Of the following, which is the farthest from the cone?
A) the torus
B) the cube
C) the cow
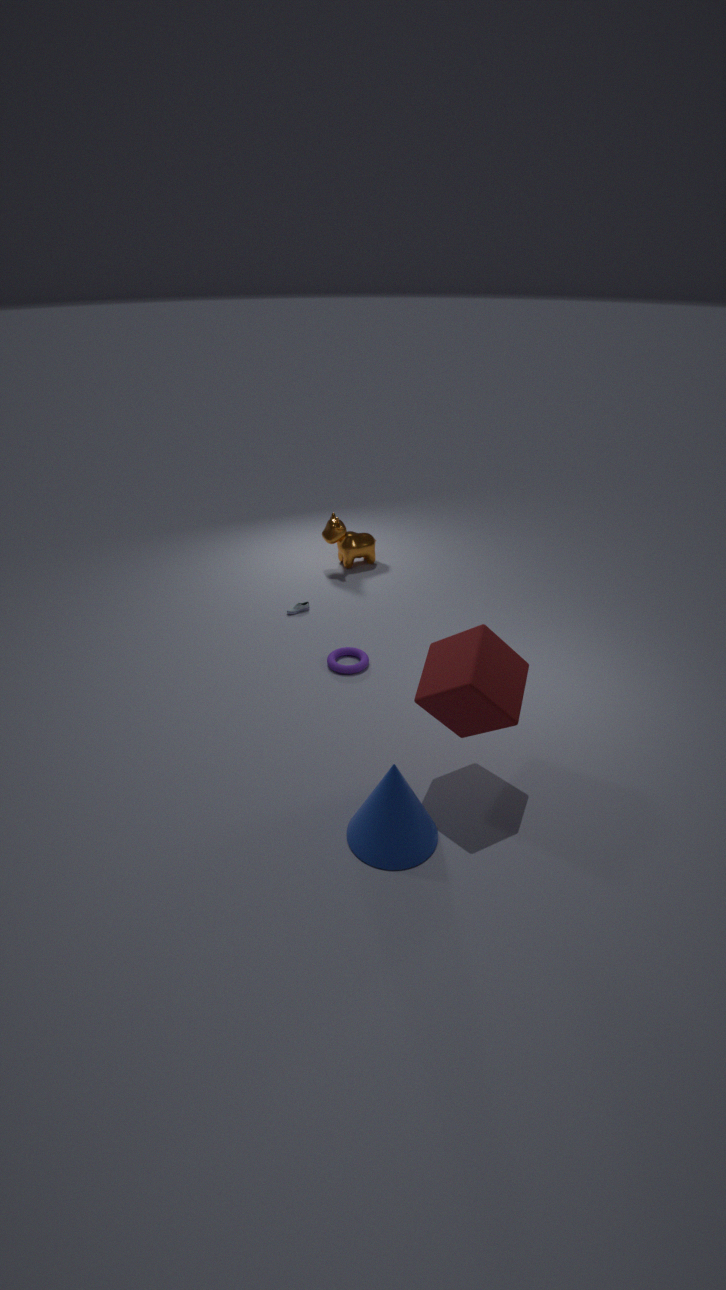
the cow
